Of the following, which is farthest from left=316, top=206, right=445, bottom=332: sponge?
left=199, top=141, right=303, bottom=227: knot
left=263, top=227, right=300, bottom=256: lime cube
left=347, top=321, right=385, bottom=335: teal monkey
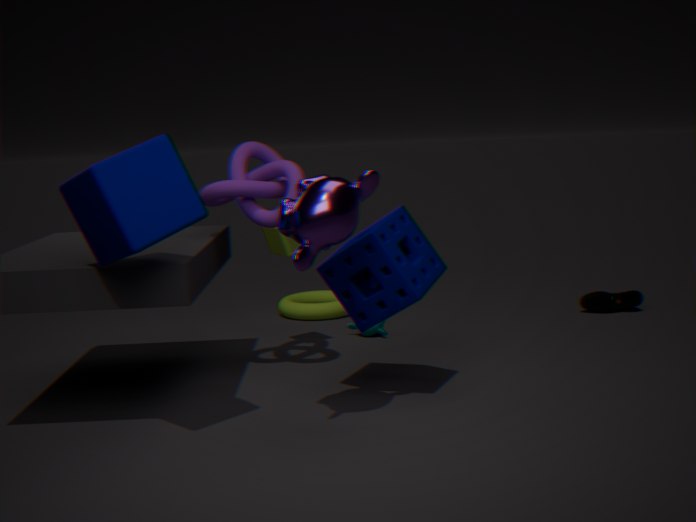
left=347, top=321, right=385, bottom=335: teal monkey
